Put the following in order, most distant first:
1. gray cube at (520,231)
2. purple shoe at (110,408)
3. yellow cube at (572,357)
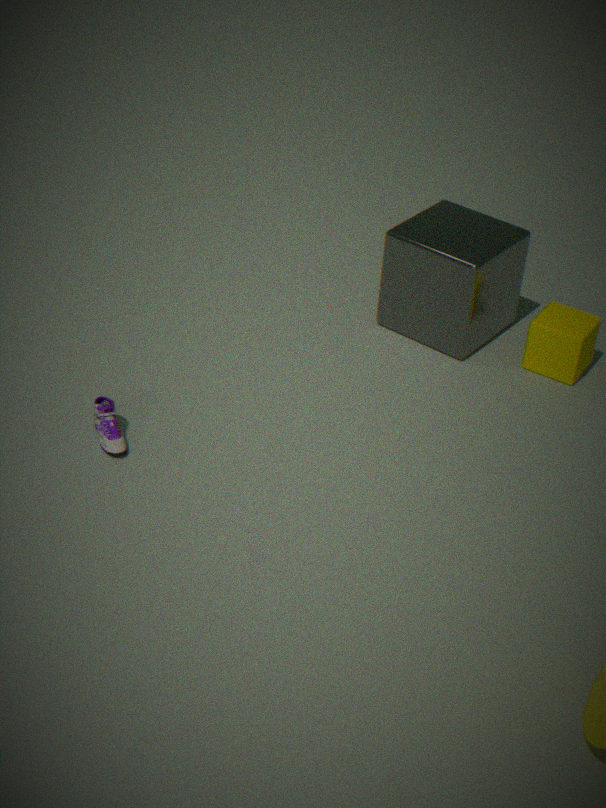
gray cube at (520,231), yellow cube at (572,357), purple shoe at (110,408)
